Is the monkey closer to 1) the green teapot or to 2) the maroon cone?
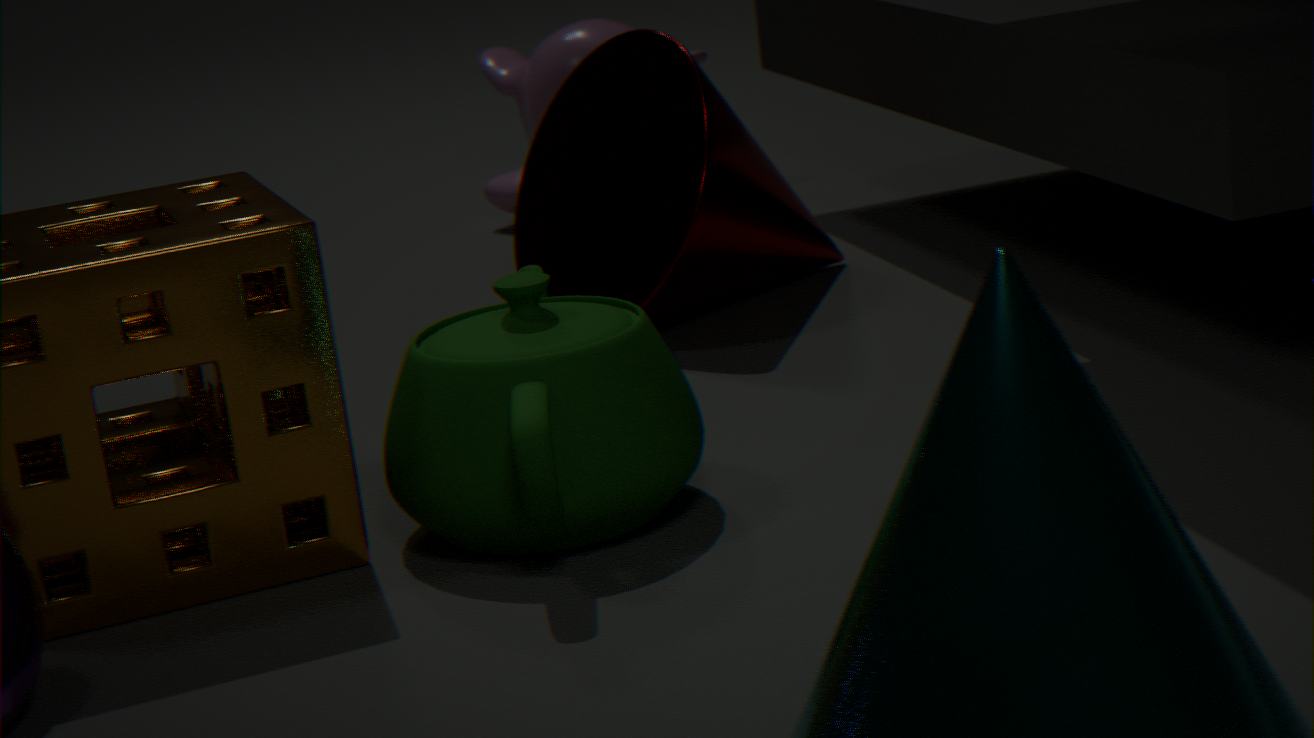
2) the maroon cone
